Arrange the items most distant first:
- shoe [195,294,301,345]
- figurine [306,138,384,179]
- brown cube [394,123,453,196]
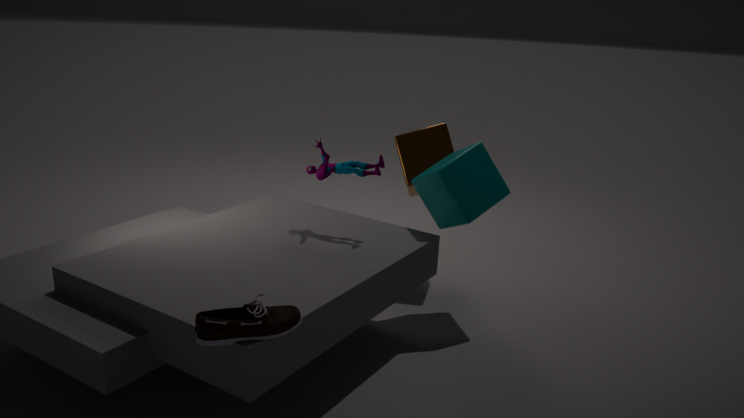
brown cube [394,123,453,196] → figurine [306,138,384,179] → shoe [195,294,301,345]
